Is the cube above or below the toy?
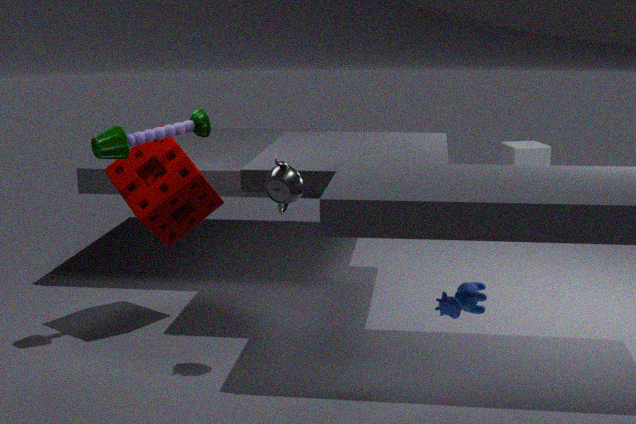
below
